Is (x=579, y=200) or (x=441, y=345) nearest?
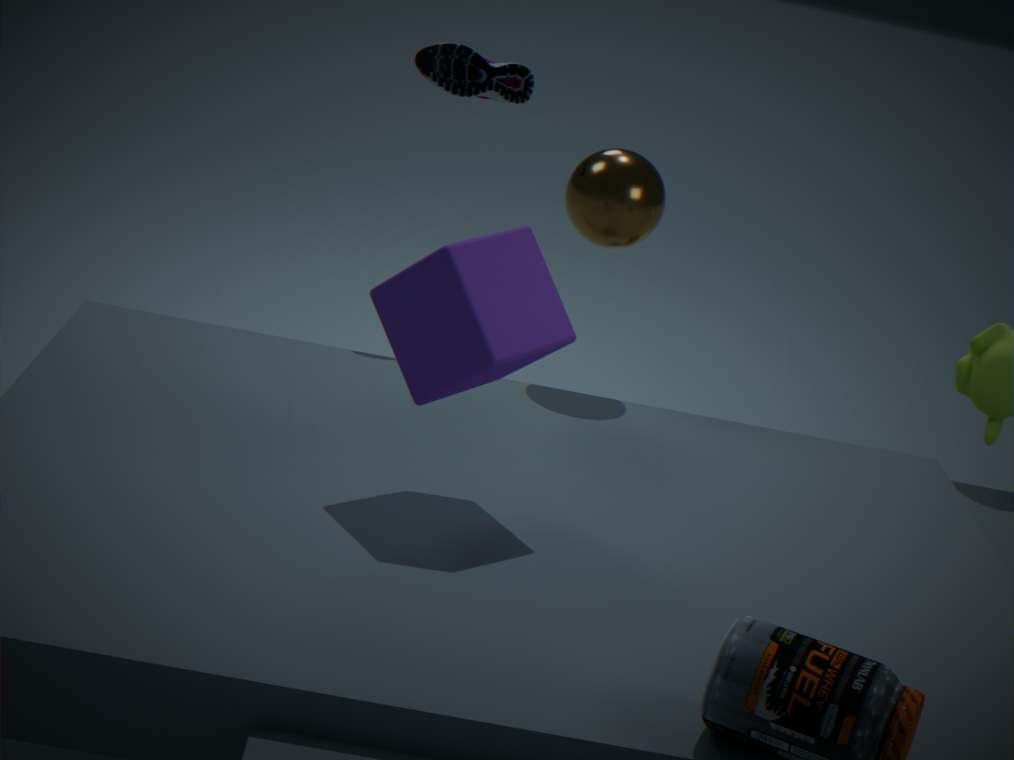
(x=441, y=345)
